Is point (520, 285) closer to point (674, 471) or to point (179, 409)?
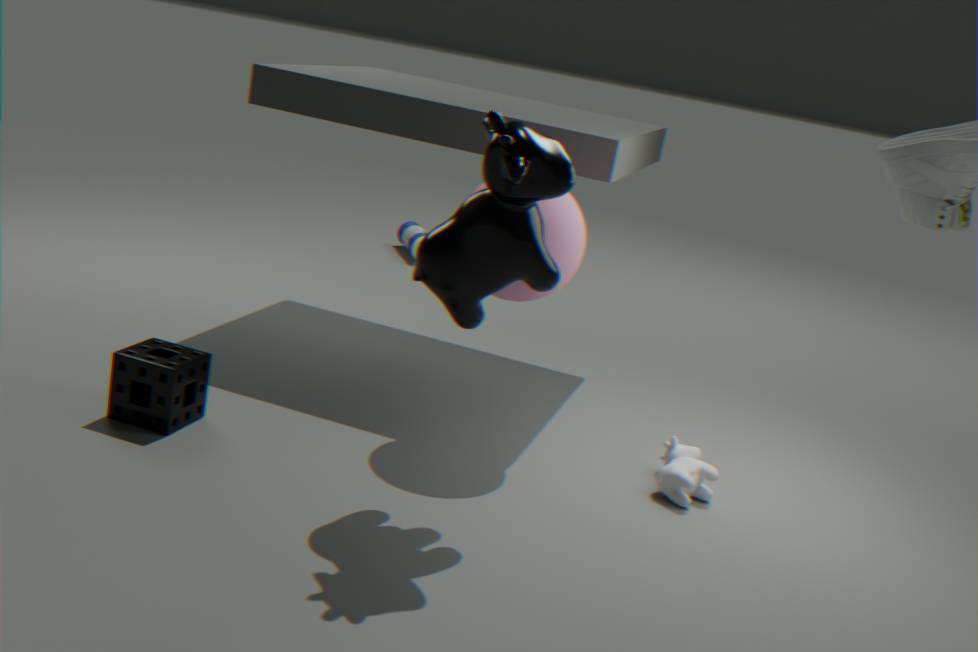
point (674, 471)
